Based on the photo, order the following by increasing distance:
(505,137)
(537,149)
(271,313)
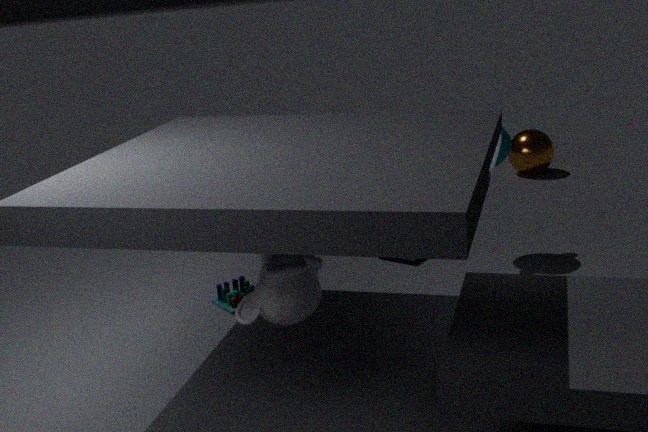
(271,313) → (505,137) → (537,149)
